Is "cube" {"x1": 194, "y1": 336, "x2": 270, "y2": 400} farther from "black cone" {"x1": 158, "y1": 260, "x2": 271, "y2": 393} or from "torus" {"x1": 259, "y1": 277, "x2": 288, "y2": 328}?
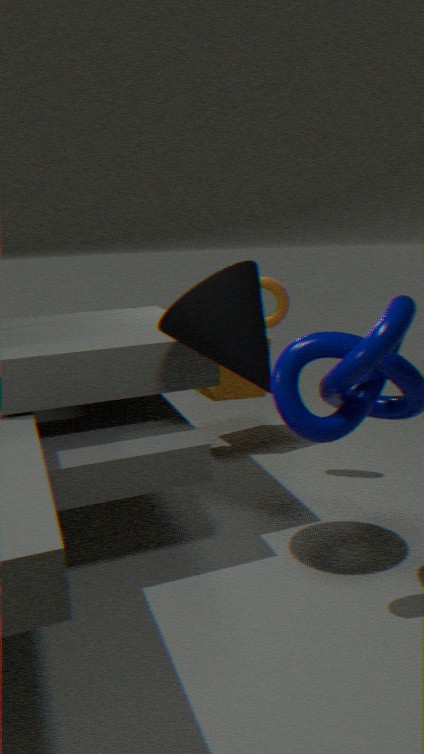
"black cone" {"x1": 158, "y1": 260, "x2": 271, "y2": 393}
